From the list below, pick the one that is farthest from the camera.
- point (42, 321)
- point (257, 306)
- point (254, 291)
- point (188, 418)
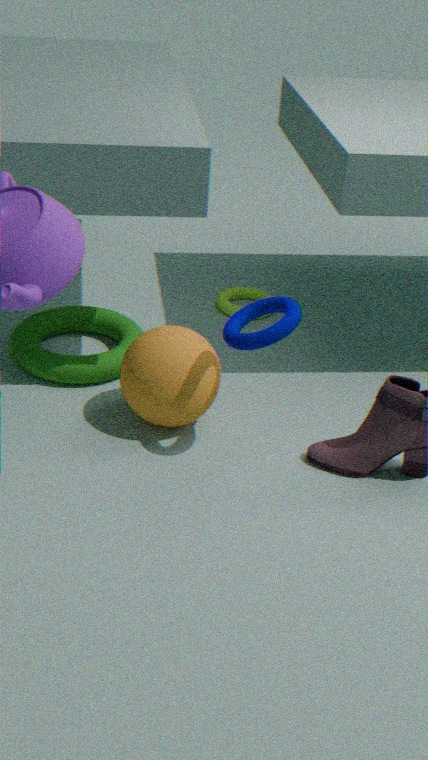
point (254, 291)
